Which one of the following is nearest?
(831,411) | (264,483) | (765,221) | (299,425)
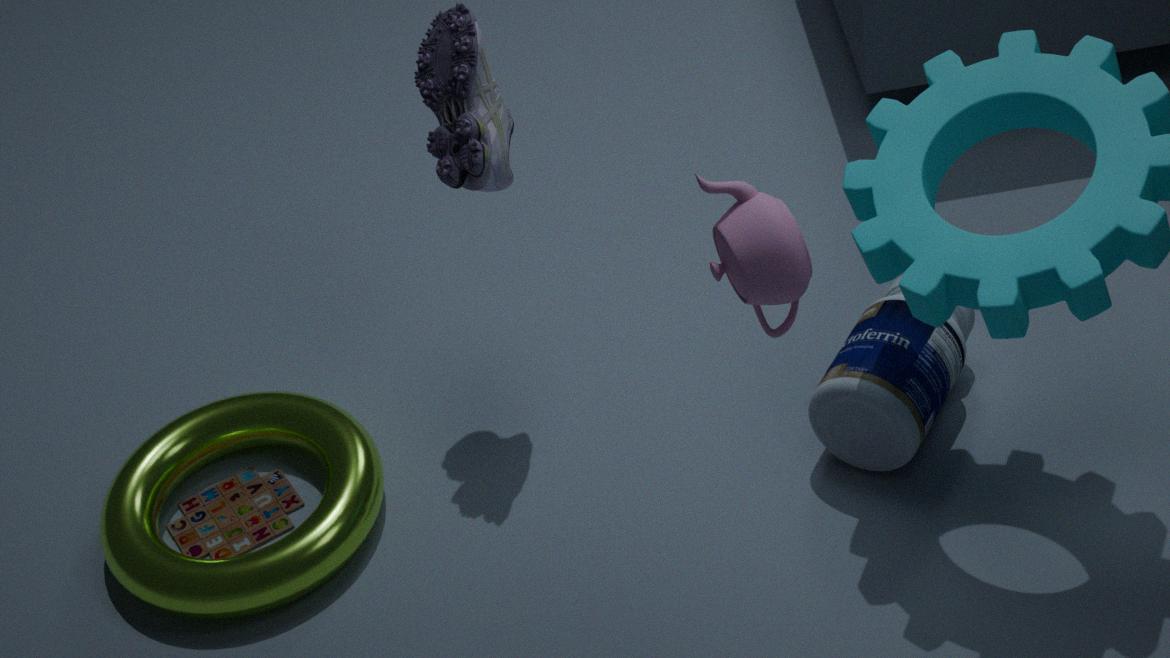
(765,221)
